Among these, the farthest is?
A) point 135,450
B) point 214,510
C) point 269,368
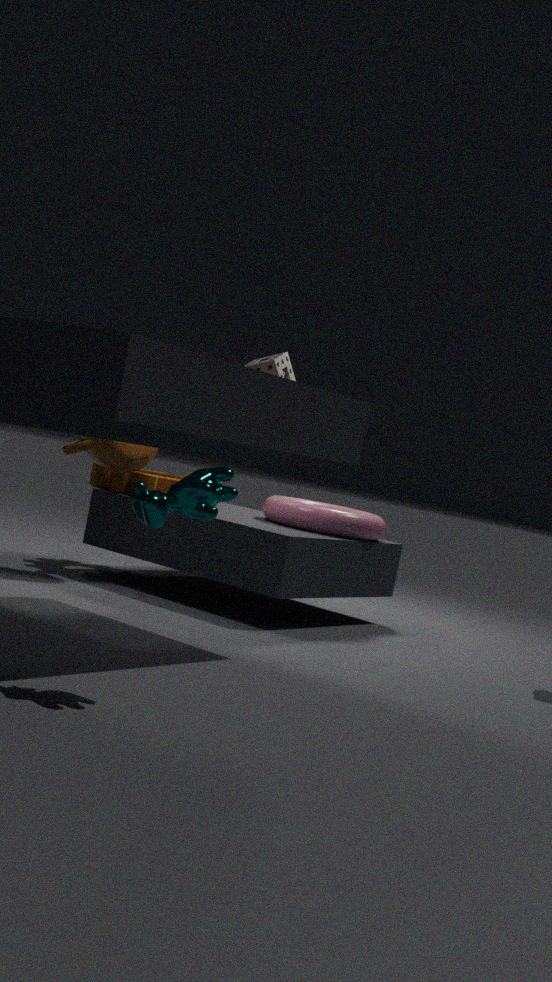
point 269,368
